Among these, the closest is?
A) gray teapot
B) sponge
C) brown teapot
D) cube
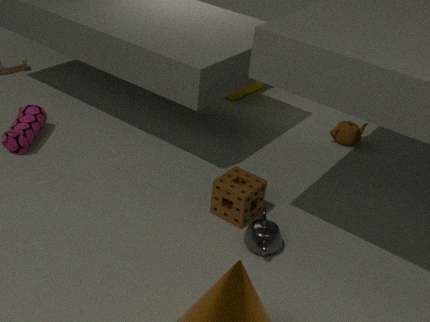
gray teapot
